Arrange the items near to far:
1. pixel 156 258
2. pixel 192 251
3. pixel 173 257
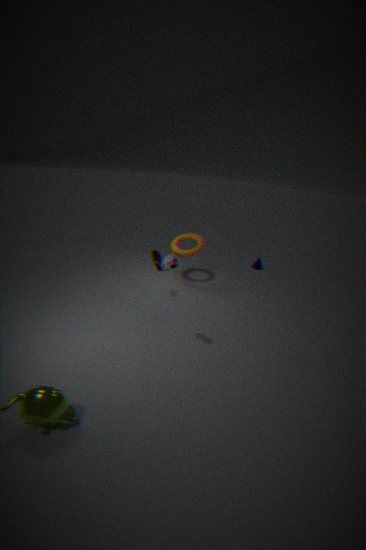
pixel 173 257 → pixel 156 258 → pixel 192 251
